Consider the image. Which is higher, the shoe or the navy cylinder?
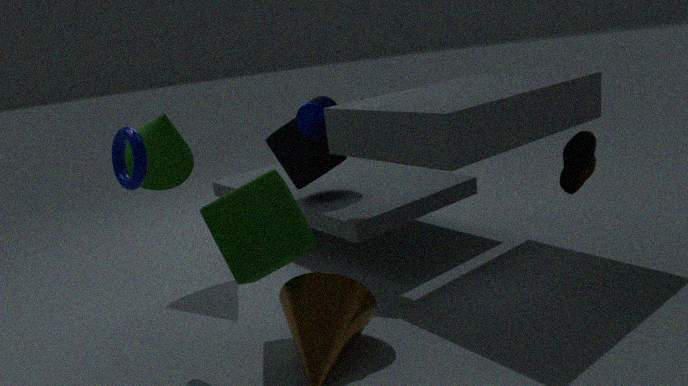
the navy cylinder
